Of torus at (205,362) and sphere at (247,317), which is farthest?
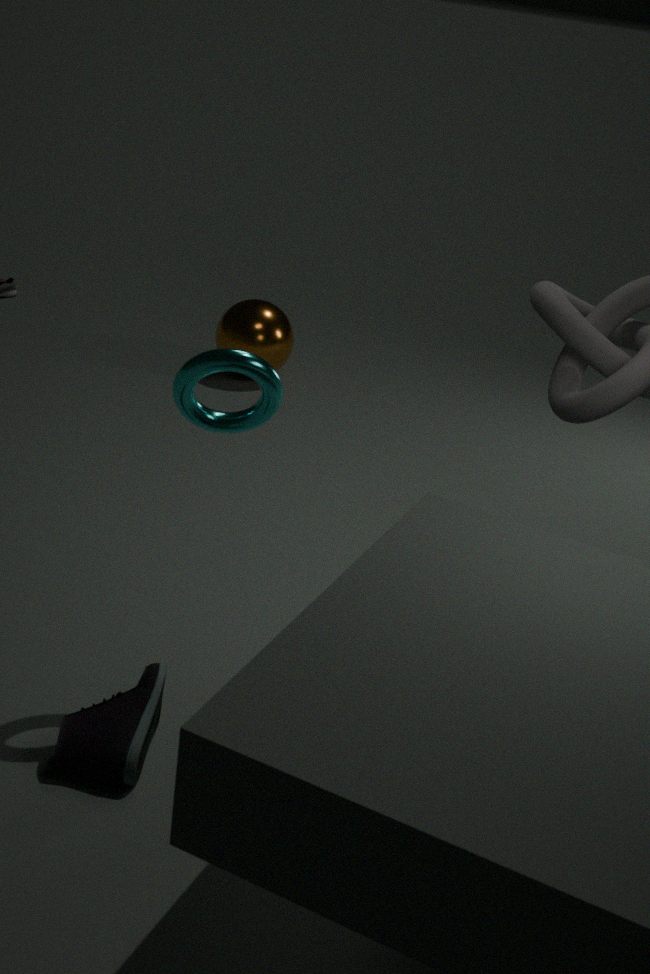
sphere at (247,317)
